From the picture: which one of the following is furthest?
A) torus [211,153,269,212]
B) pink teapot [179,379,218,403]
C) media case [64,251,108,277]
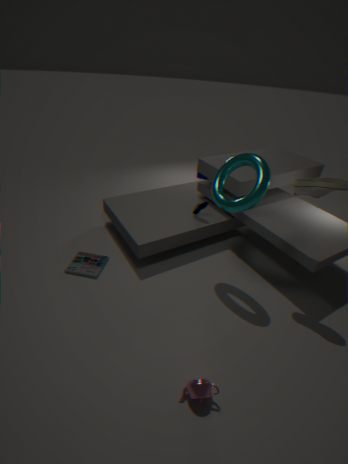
media case [64,251,108,277]
